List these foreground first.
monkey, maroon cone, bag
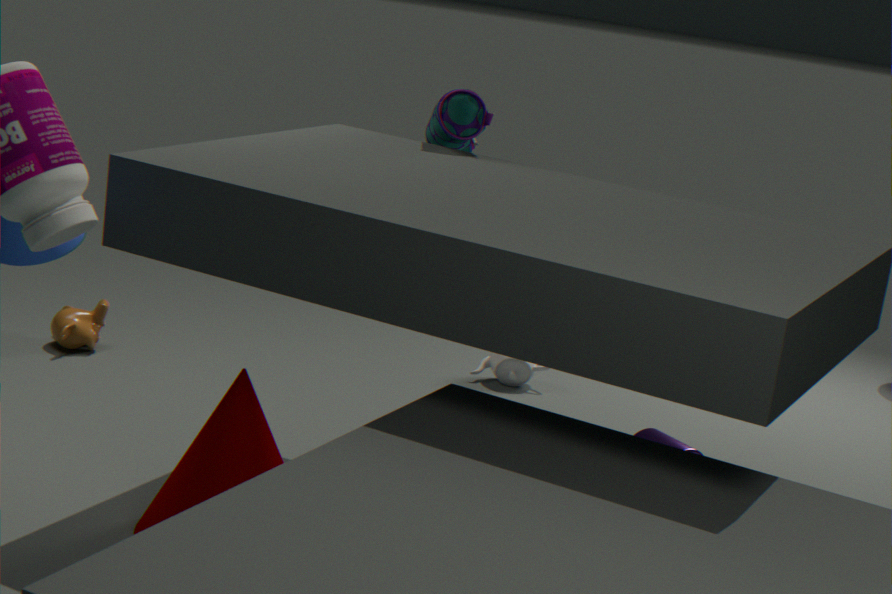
maroon cone < bag < monkey
